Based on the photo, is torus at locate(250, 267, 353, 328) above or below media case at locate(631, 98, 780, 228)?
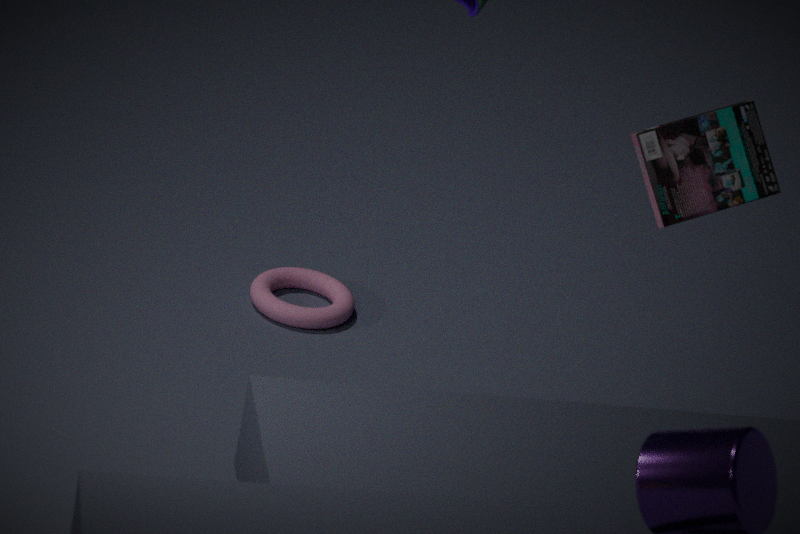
Answer: below
